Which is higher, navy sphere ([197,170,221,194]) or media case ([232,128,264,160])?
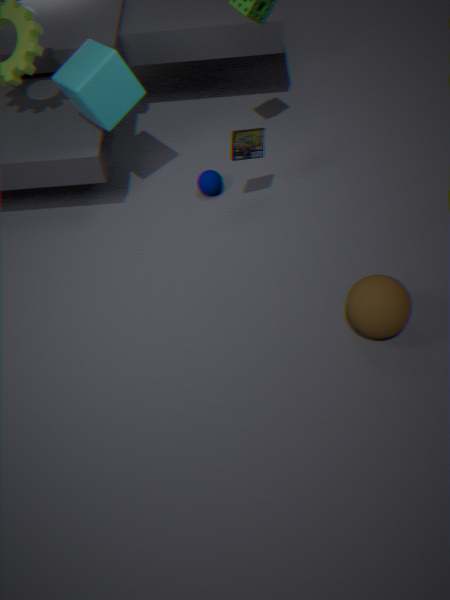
media case ([232,128,264,160])
